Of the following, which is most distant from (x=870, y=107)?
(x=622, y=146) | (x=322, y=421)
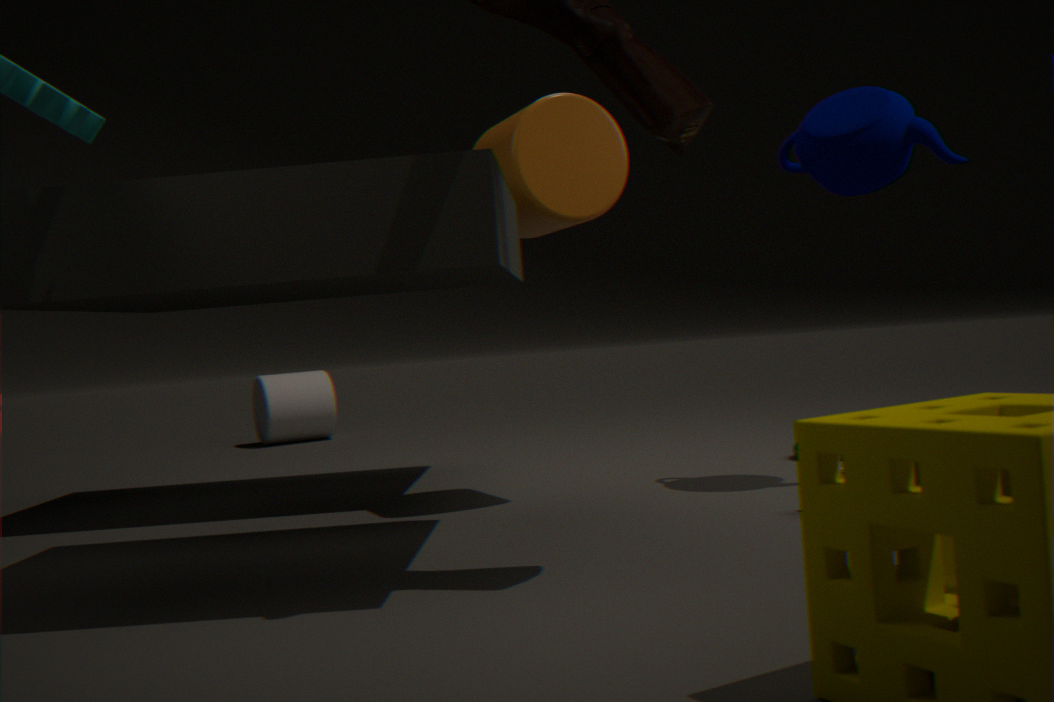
(x=322, y=421)
